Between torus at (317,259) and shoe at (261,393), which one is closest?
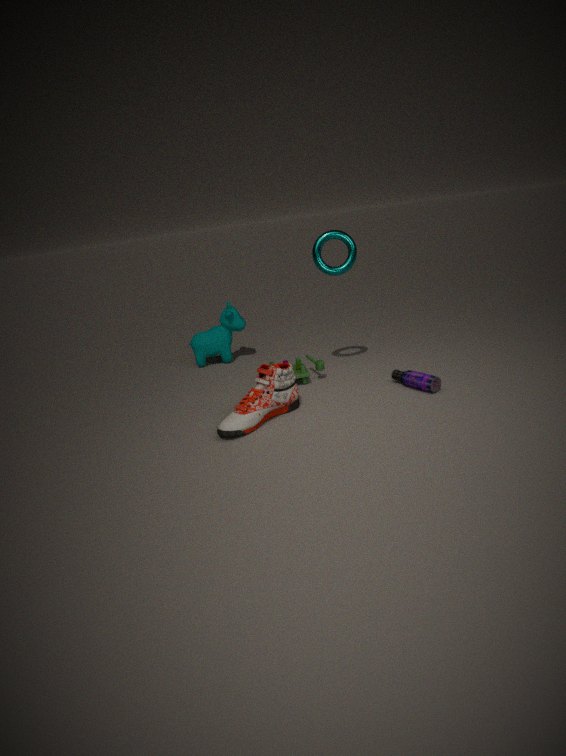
shoe at (261,393)
